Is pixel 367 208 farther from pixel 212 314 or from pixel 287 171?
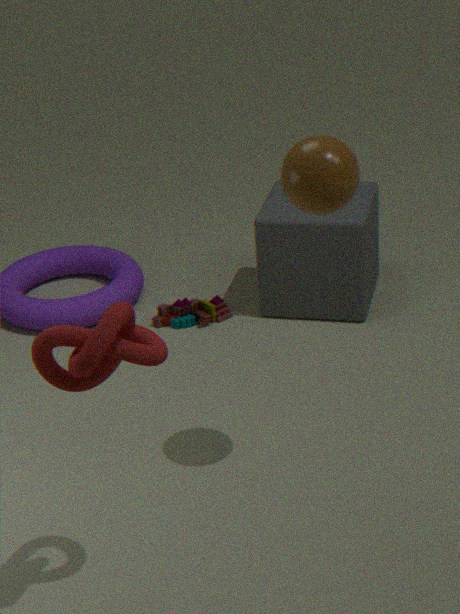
pixel 287 171
